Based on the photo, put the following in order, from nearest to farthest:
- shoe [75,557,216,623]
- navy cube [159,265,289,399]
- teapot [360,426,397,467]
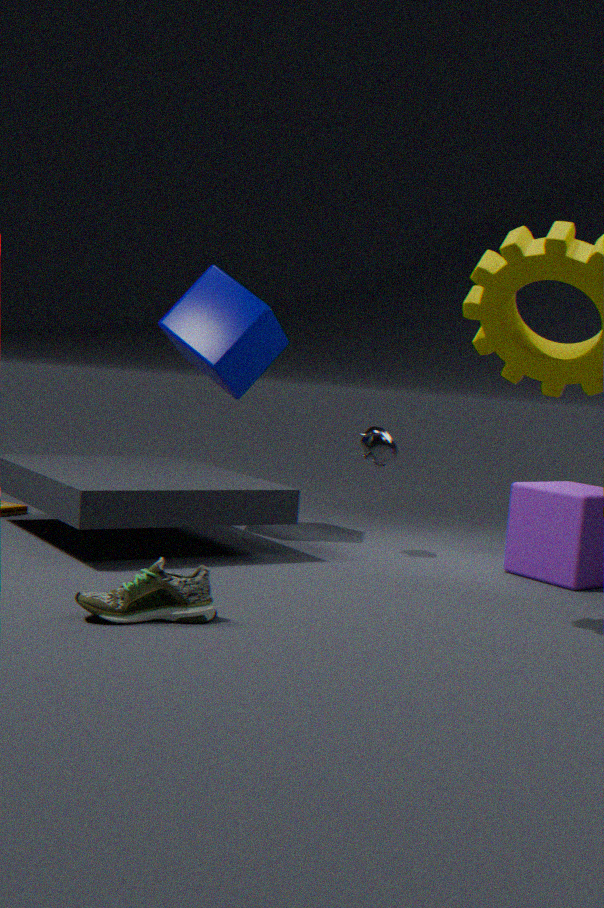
shoe [75,557,216,623]
teapot [360,426,397,467]
navy cube [159,265,289,399]
